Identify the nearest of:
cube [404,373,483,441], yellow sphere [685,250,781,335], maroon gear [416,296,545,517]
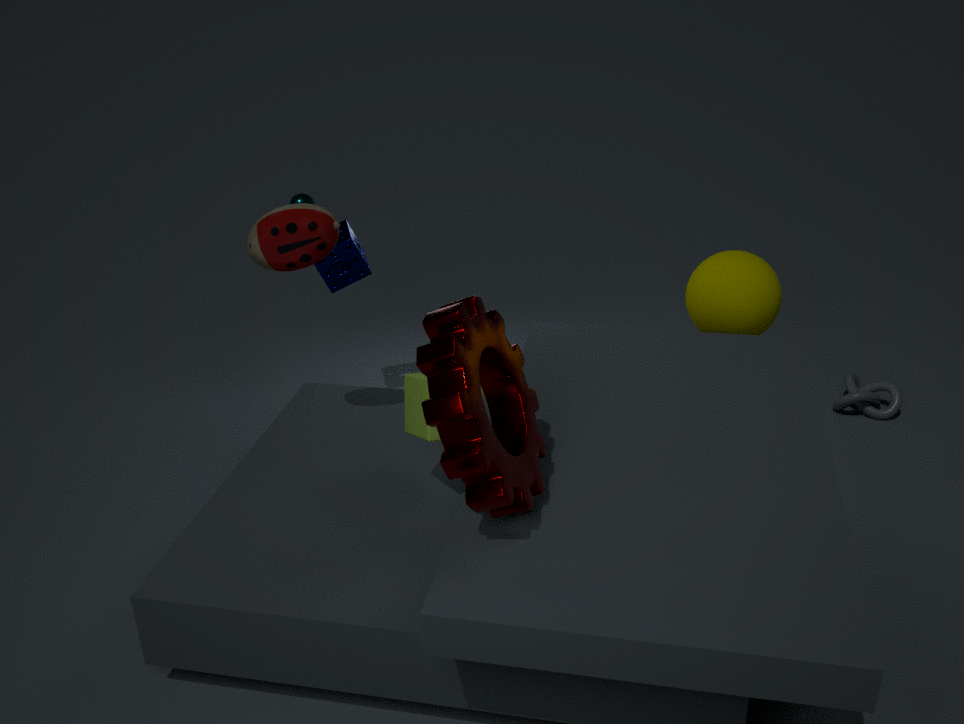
maroon gear [416,296,545,517]
